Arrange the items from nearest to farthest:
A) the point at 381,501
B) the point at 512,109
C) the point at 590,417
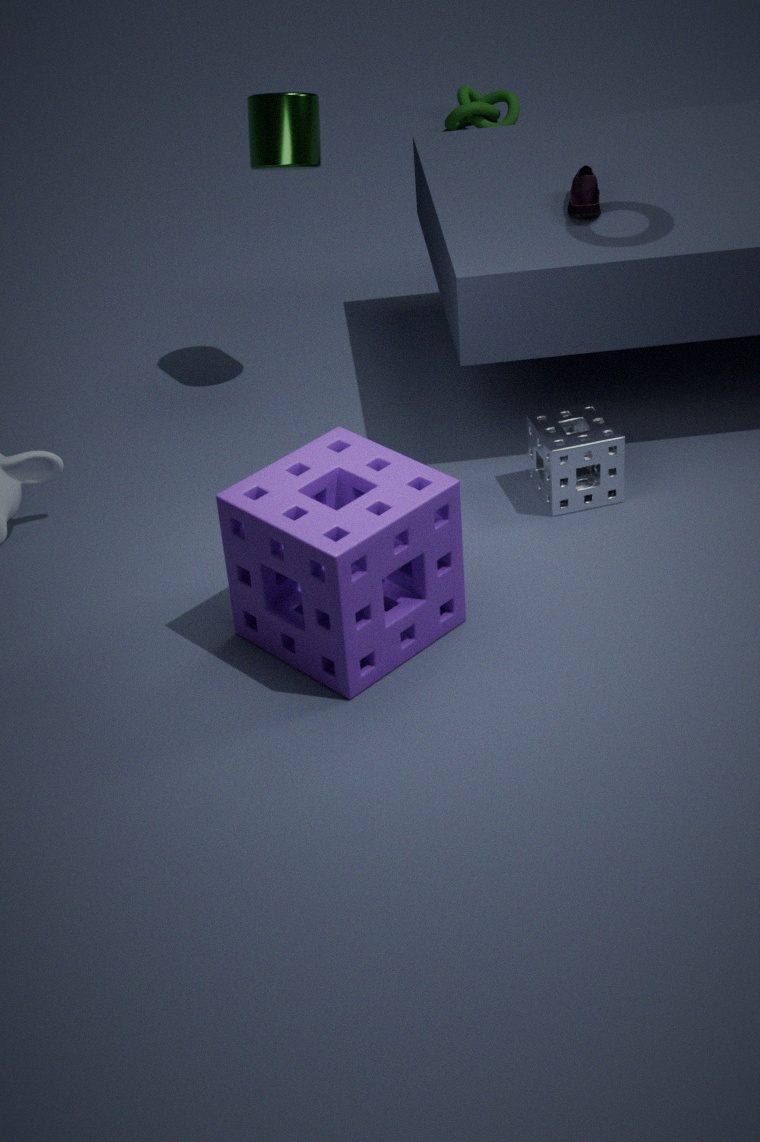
the point at 381,501 < the point at 590,417 < the point at 512,109
